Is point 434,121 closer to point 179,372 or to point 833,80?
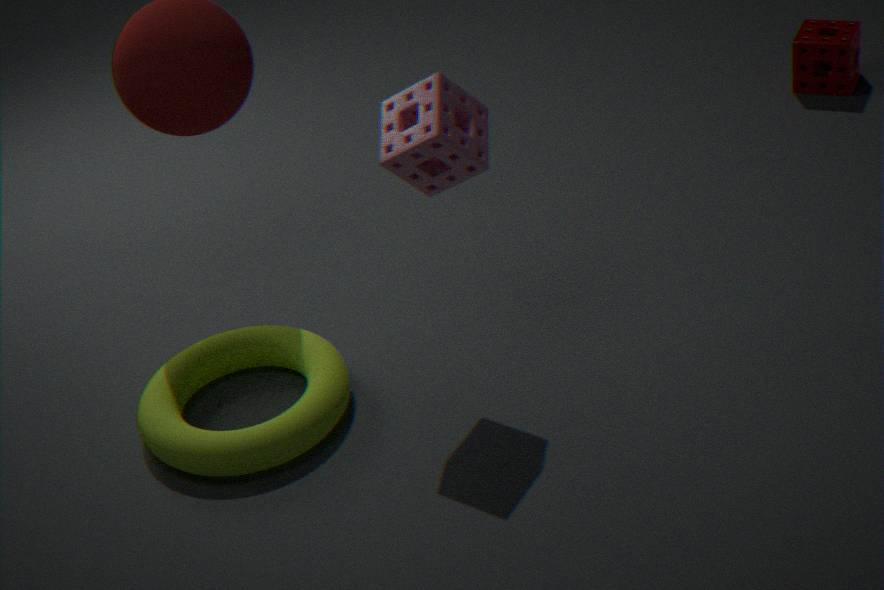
point 179,372
